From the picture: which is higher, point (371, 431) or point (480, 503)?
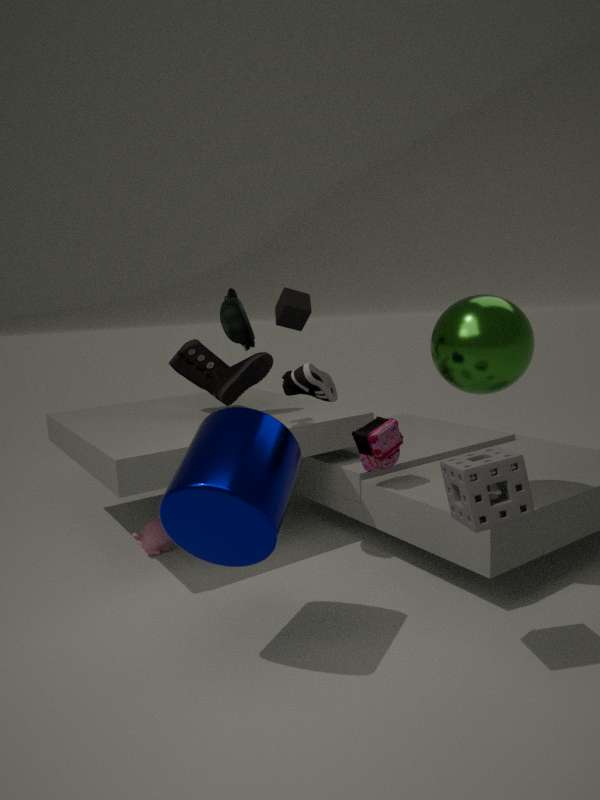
point (480, 503)
